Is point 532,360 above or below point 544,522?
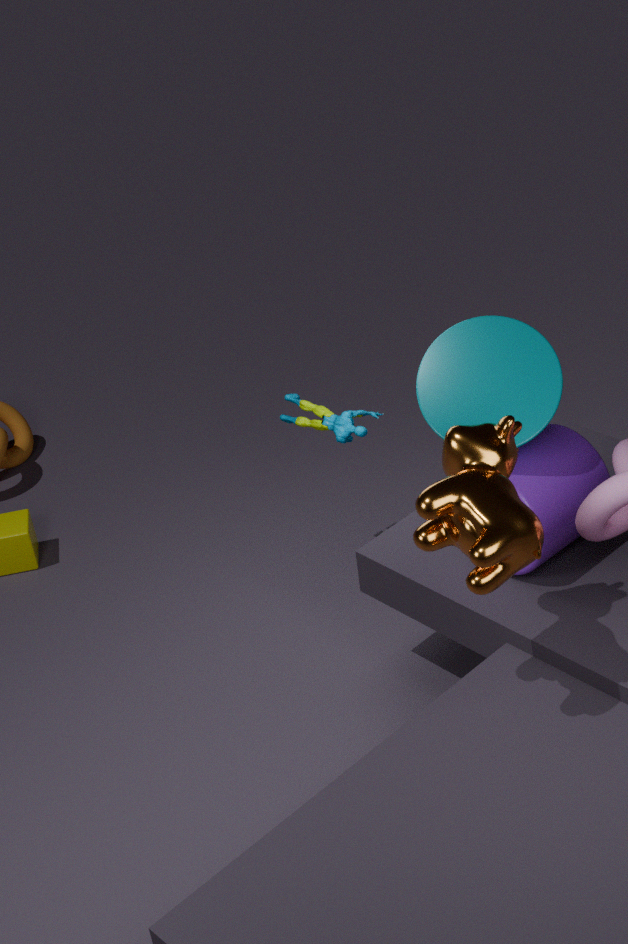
above
